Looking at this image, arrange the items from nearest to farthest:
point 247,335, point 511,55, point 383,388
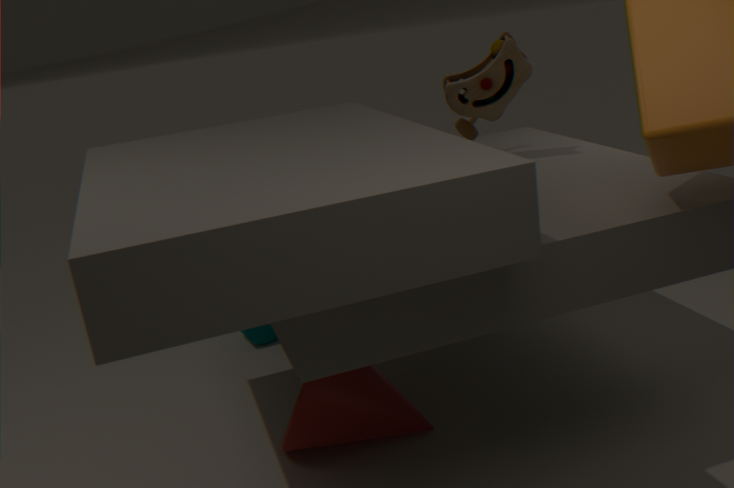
point 383,388 < point 511,55 < point 247,335
